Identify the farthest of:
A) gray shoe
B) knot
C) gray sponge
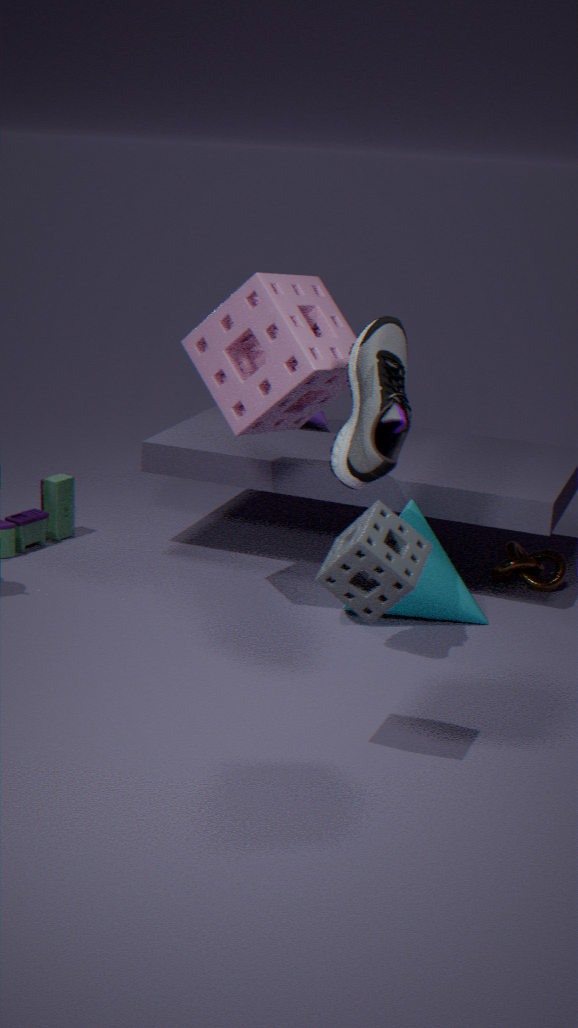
knot
